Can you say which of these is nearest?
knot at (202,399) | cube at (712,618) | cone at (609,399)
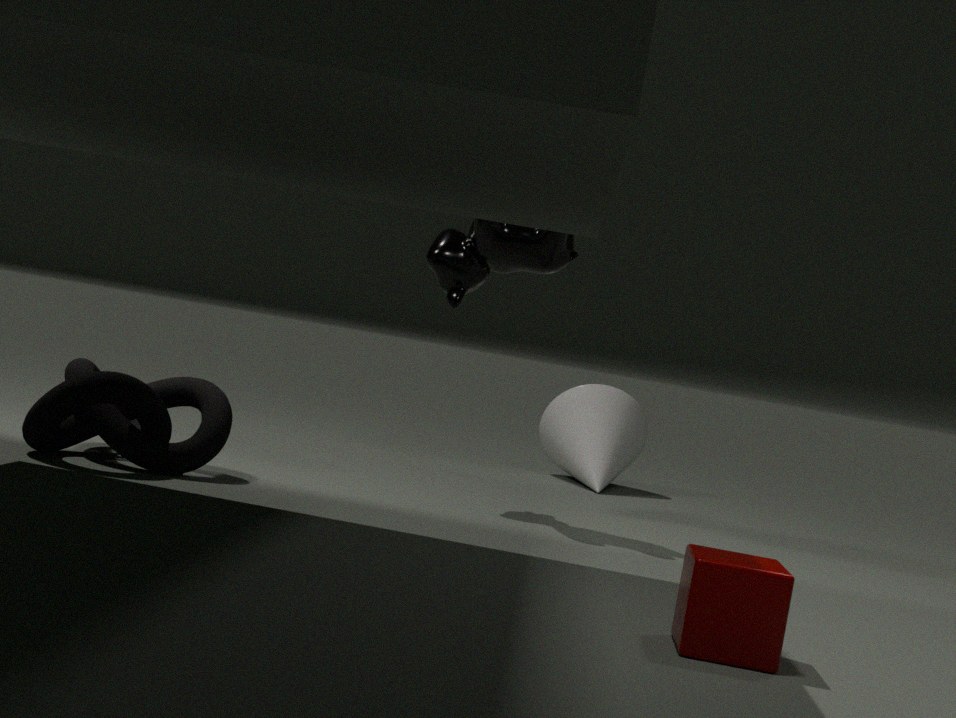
cube at (712,618)
